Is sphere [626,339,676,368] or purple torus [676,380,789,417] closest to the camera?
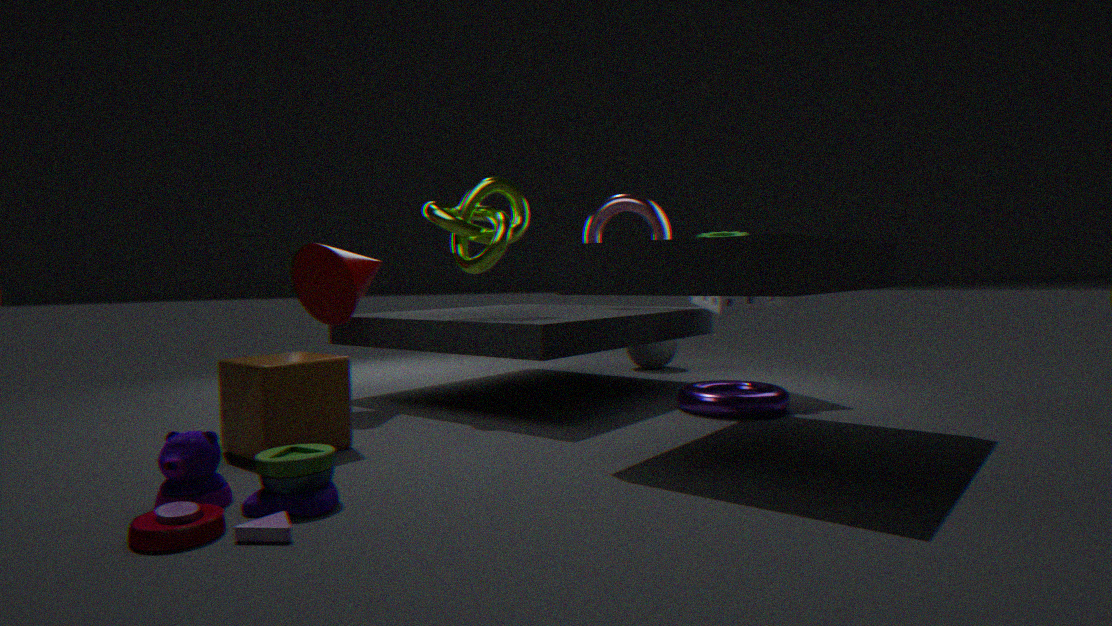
purple torus [676,380,789,417]
